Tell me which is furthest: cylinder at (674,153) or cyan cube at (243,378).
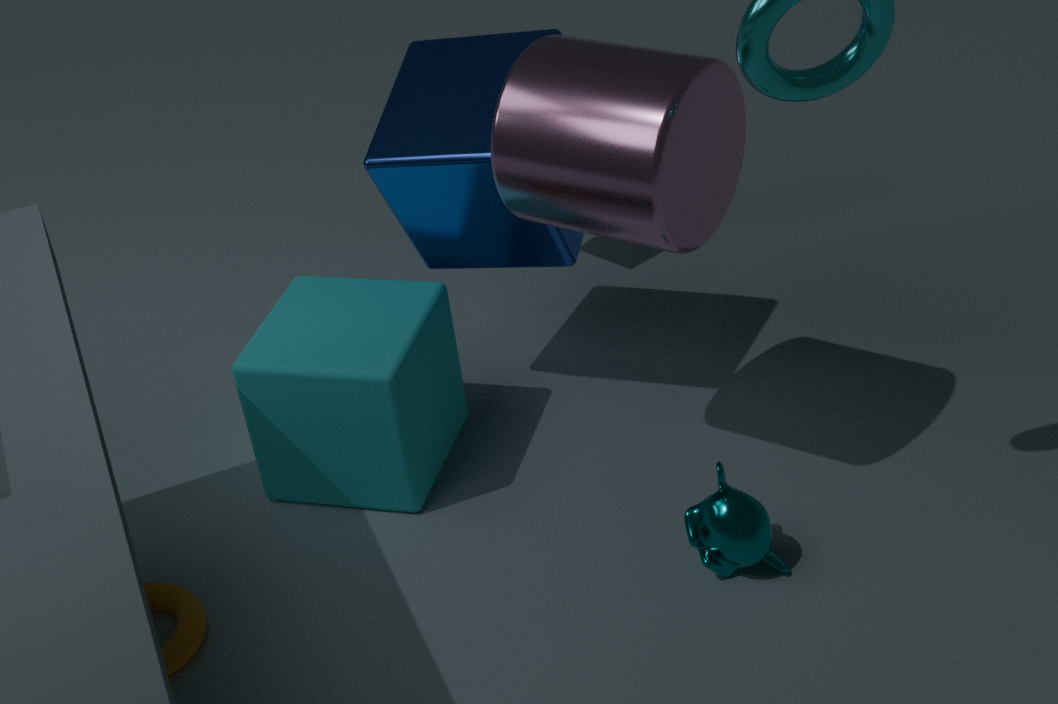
cyan cube at (243,378)
